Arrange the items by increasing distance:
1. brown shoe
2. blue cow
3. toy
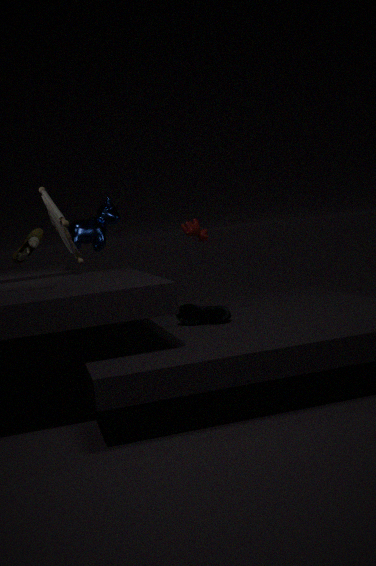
1. brown shoe
2. toy
3. blue cow
